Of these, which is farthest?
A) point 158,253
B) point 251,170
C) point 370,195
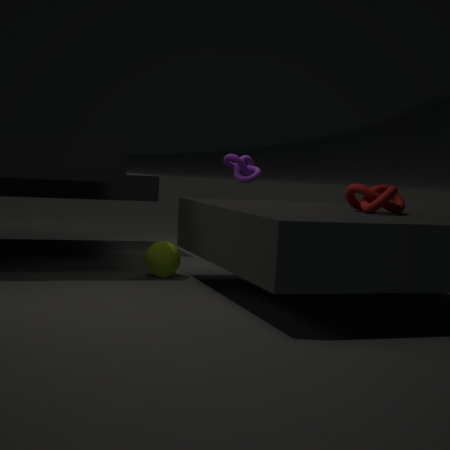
point 251,170
